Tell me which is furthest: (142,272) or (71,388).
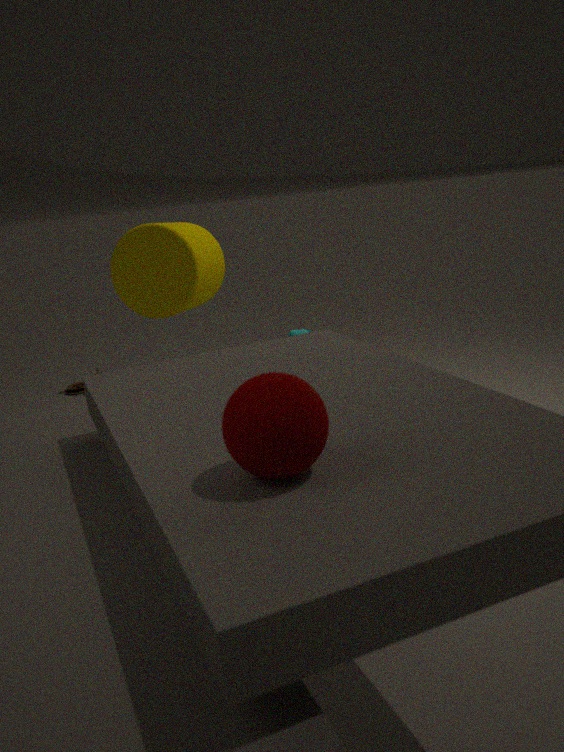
(71,388)
